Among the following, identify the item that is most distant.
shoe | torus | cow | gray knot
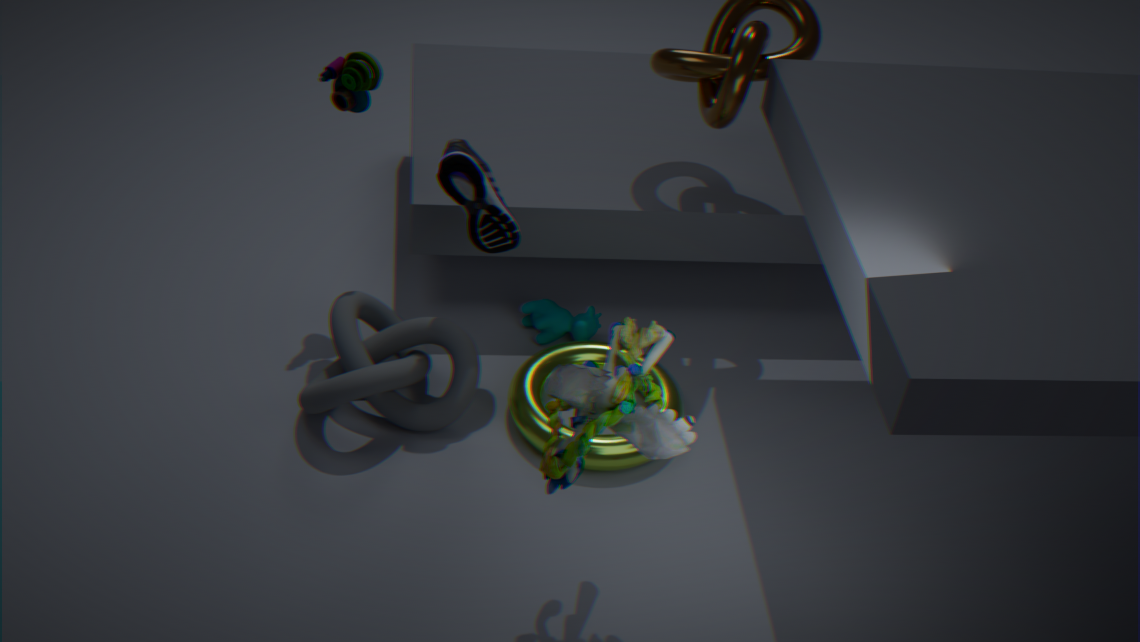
cow
